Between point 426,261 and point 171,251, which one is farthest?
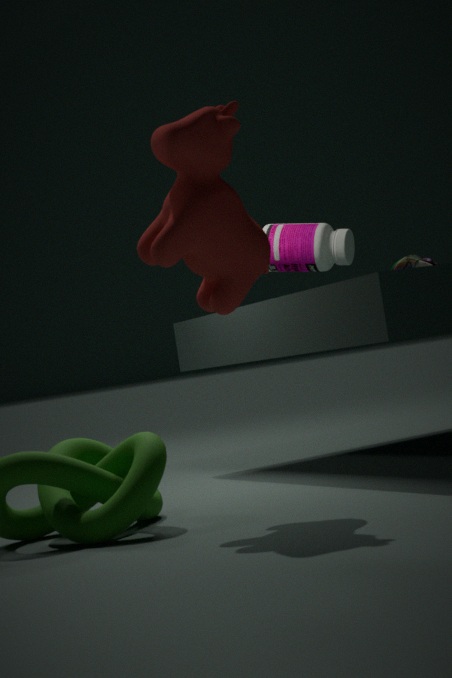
point 426,261
